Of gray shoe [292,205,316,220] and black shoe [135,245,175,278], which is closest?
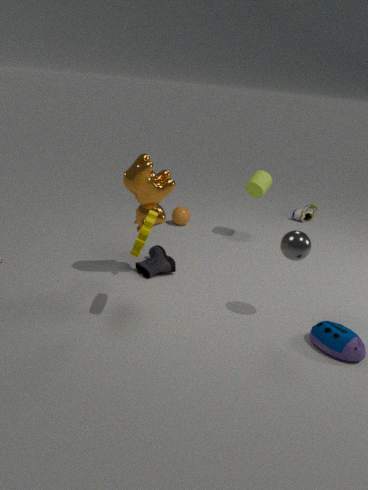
black shoe [135,245,175,278]
